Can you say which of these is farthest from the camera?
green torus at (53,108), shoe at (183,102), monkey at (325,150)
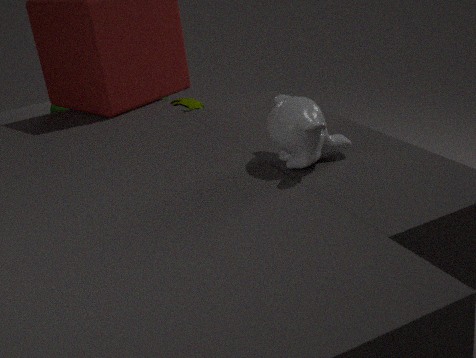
green torus at (53,108)
